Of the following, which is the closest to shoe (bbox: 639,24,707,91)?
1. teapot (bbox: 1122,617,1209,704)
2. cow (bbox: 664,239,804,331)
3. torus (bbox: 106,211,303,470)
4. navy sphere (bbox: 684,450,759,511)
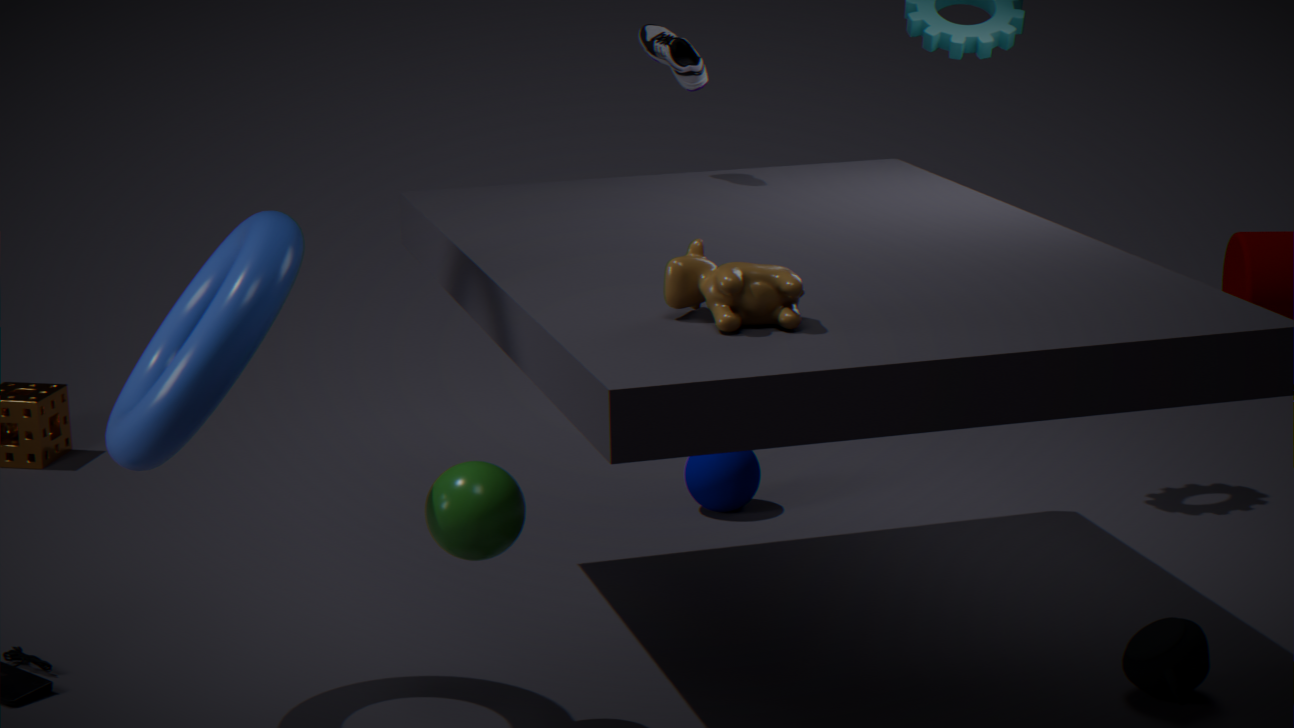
navy sphere (bbox: 684,450,759,511)
